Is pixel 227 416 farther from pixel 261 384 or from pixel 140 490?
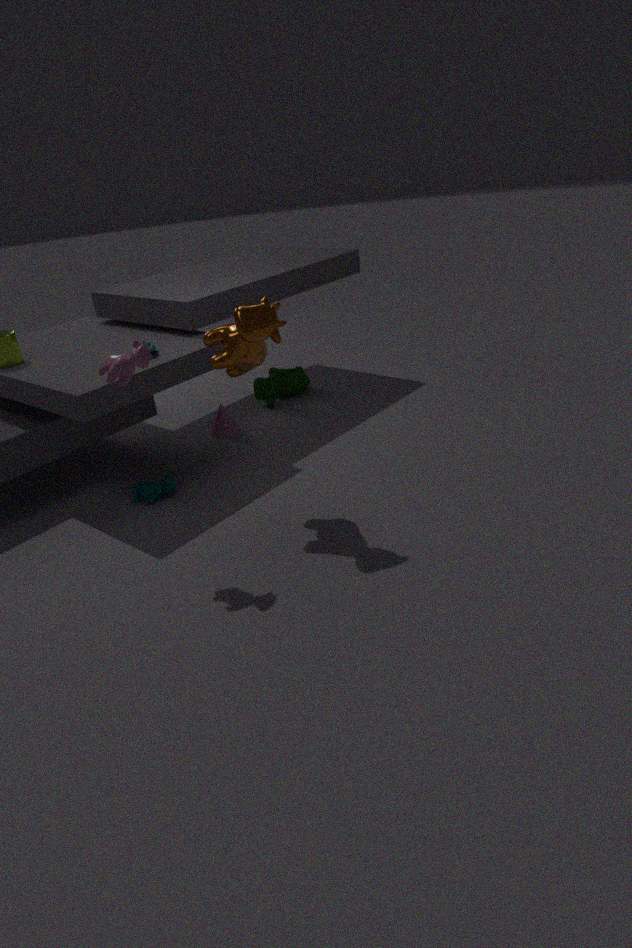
pixel 140 490
